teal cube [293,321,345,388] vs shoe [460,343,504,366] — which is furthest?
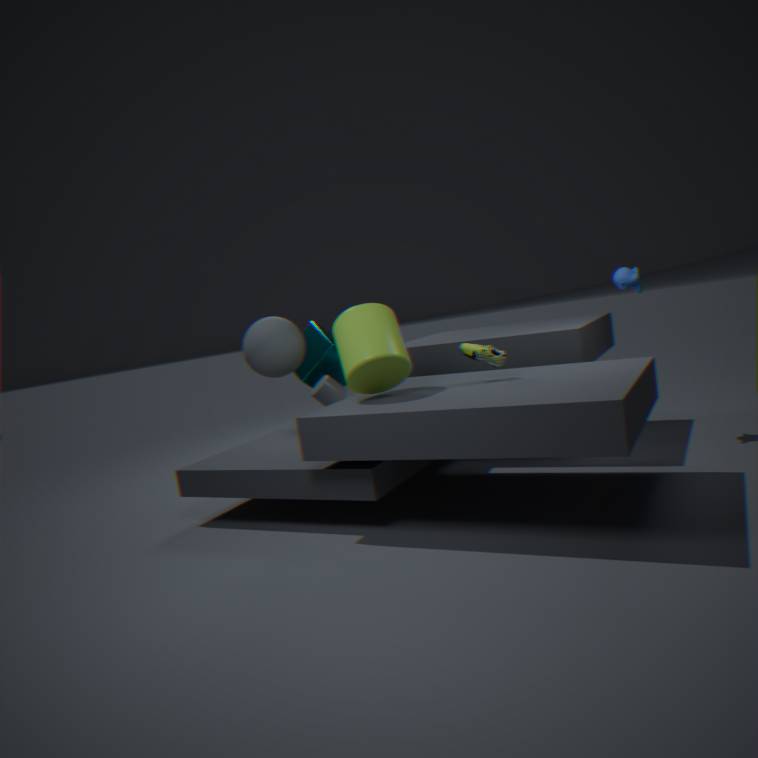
teal cube [293,321,345,388]
